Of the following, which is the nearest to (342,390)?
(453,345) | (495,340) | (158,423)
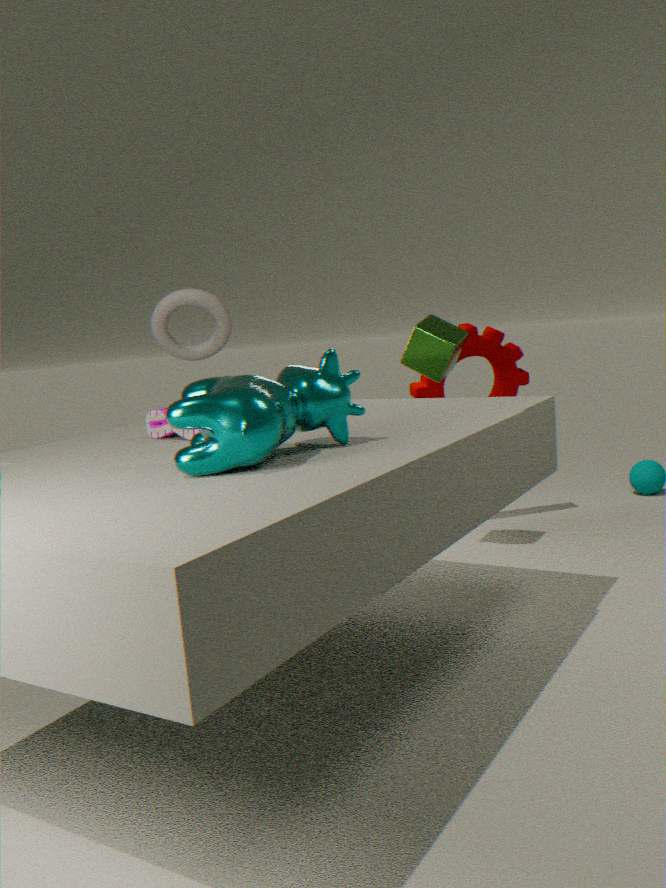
(158,423)
